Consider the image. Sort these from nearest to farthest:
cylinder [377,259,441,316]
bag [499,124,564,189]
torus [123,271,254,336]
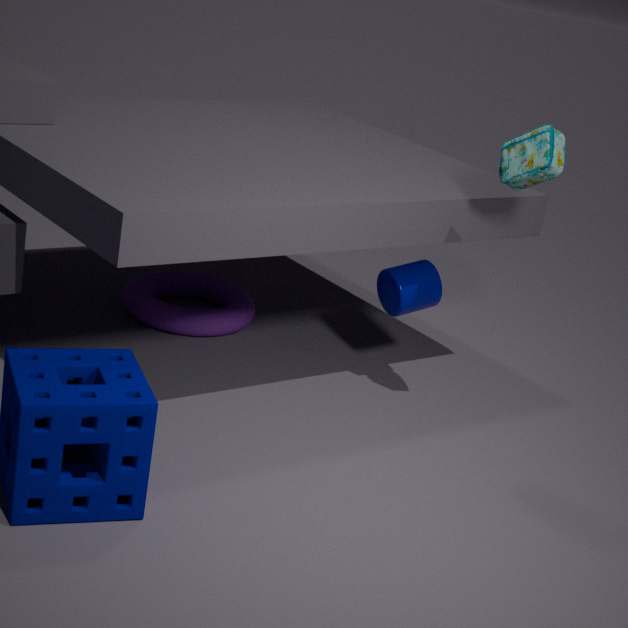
bag [499,124,564,189], cylinder [377,259,441,316], torus [123,271,254,336]
